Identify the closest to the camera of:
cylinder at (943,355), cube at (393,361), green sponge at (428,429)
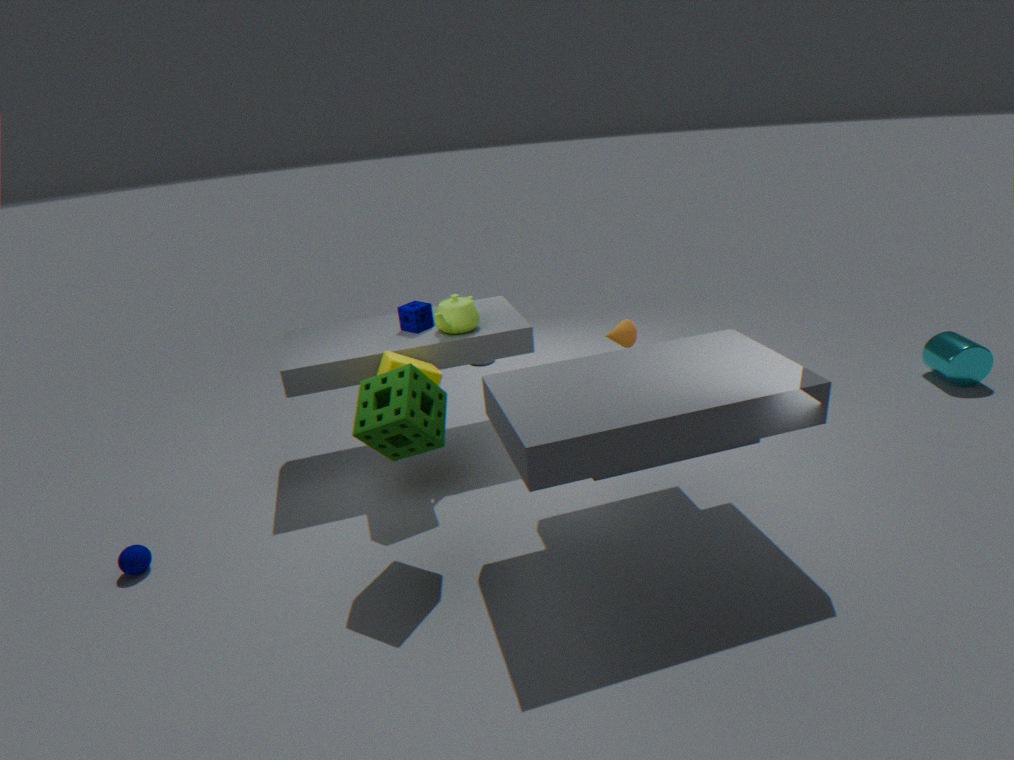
green sponge at (428,429)
